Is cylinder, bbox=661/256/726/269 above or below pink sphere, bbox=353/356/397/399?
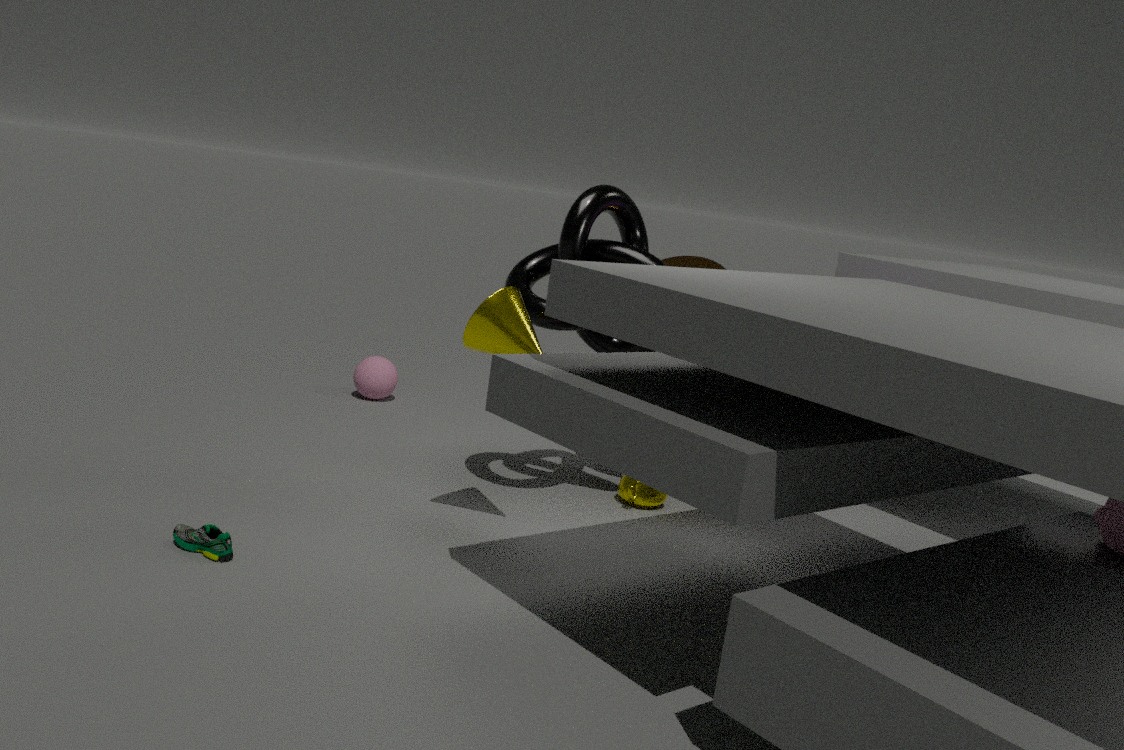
above
